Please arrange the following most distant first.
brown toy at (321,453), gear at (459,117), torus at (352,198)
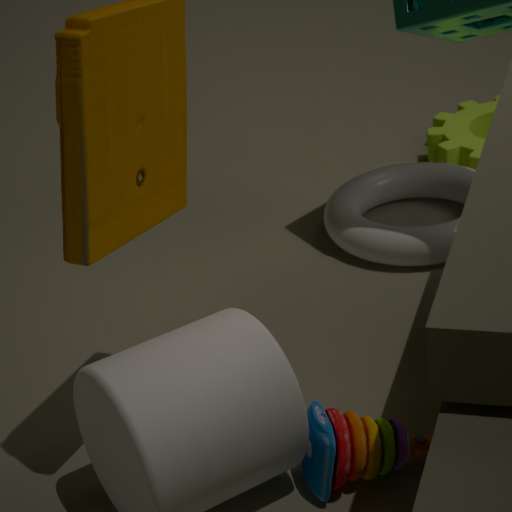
1. gear at (459,117)
2. torus at (352,198)
3. brown toy at (321,453)
